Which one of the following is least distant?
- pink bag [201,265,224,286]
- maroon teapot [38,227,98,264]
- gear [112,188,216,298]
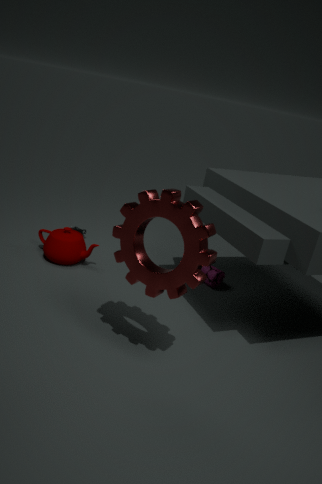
gear [112,188,216,298]
